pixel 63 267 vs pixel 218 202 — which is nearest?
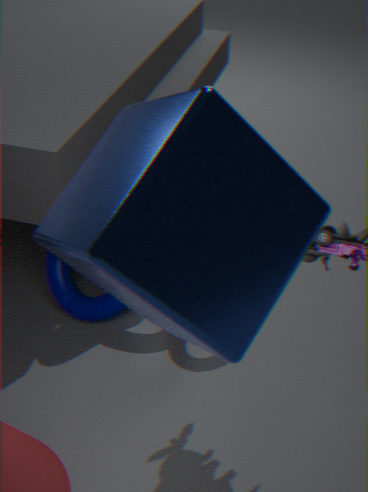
pixel 218 202
